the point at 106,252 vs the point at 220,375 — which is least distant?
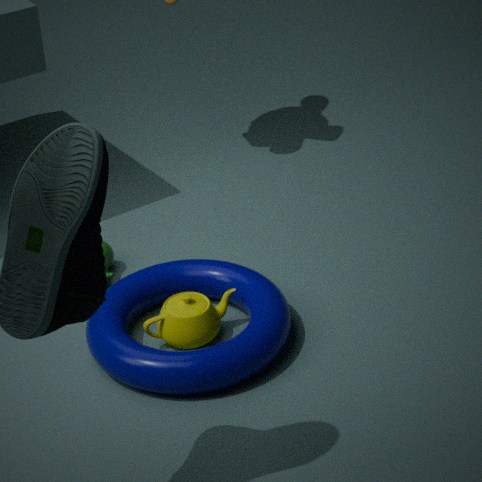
the point at 220,375
